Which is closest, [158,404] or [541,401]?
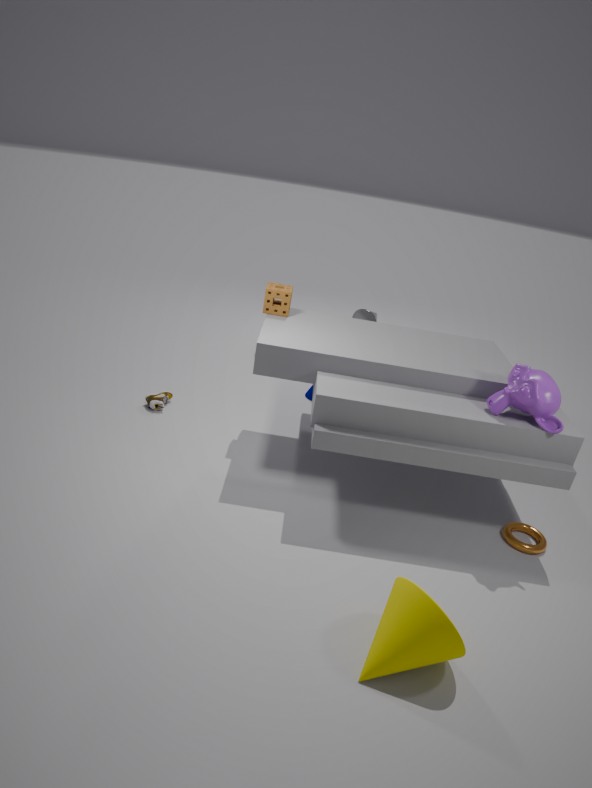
[541,401]
